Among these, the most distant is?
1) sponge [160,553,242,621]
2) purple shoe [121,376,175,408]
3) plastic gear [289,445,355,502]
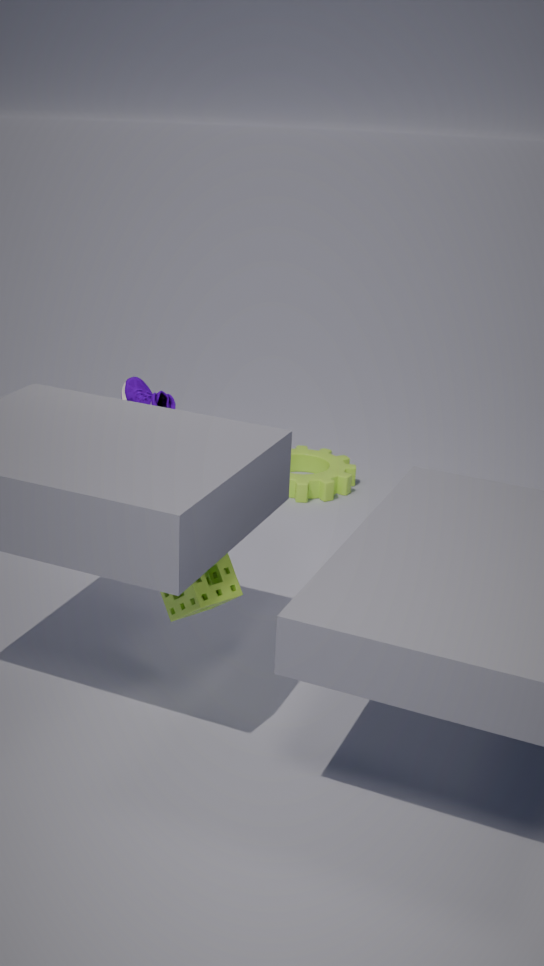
3. plastic gear [289,445,355,502]
